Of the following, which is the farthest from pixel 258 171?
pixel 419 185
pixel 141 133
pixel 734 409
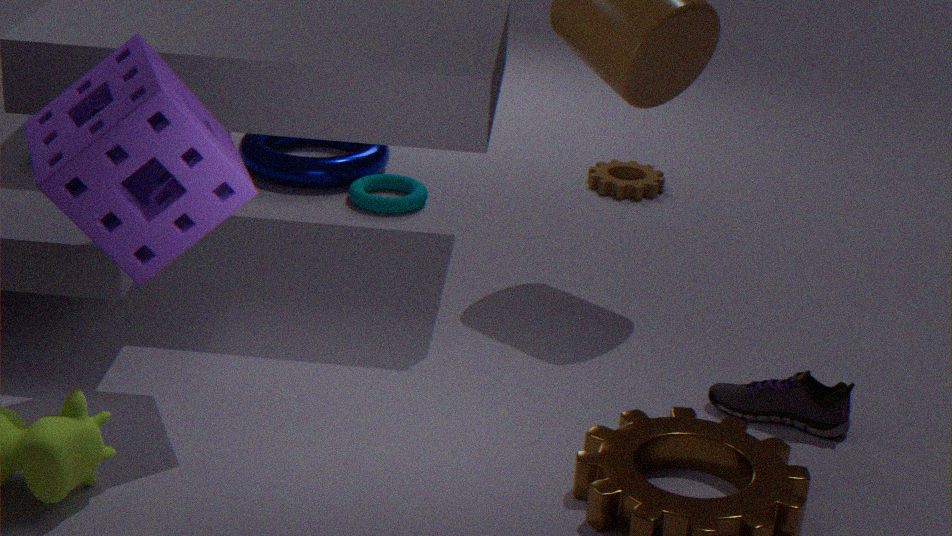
pixel 734 409
